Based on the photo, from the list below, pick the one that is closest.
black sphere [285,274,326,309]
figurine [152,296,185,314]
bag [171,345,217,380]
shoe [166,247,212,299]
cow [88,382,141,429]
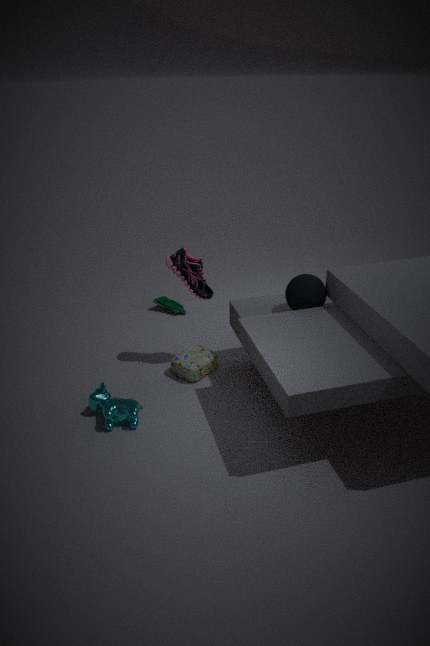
cow [88,382,141,429]
